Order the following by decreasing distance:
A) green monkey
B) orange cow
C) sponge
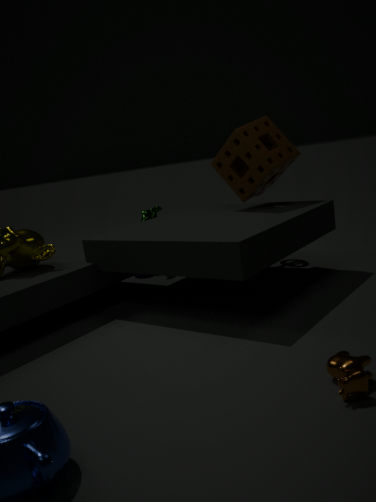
1. green monkey
2. sponge
3. orange cow
